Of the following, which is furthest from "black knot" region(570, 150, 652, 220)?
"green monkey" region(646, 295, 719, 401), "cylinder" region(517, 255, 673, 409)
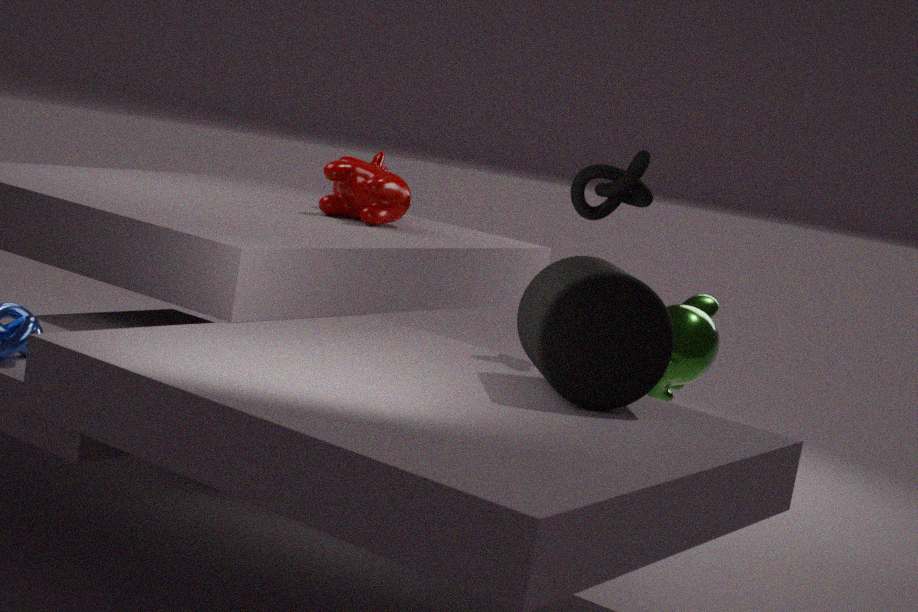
"green monkey" region(646, 295, 719, 401)
